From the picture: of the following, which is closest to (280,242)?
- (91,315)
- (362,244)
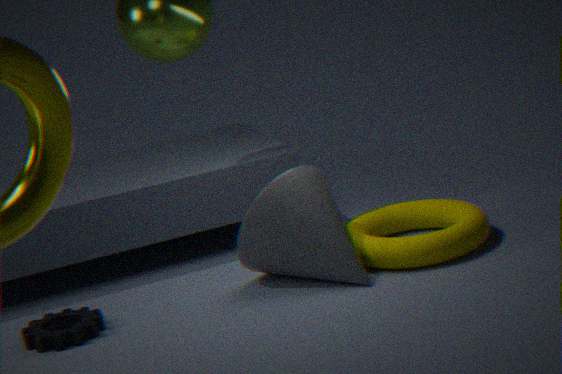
(362,244)
